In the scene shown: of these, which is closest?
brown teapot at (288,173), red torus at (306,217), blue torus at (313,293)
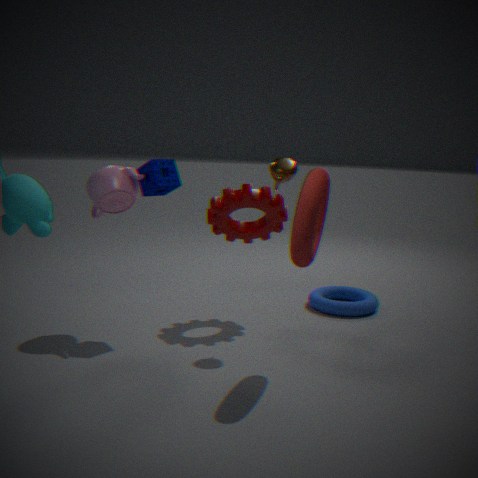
red torus at (306,217)
